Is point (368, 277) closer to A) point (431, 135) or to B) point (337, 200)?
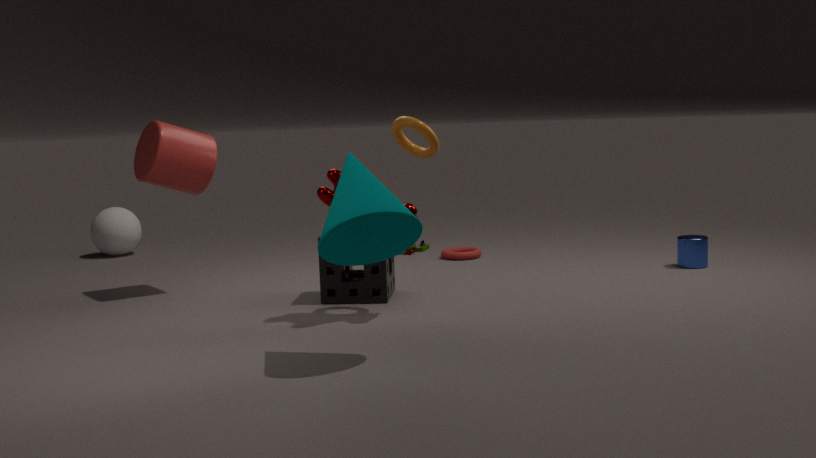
A) point (431, 135)
